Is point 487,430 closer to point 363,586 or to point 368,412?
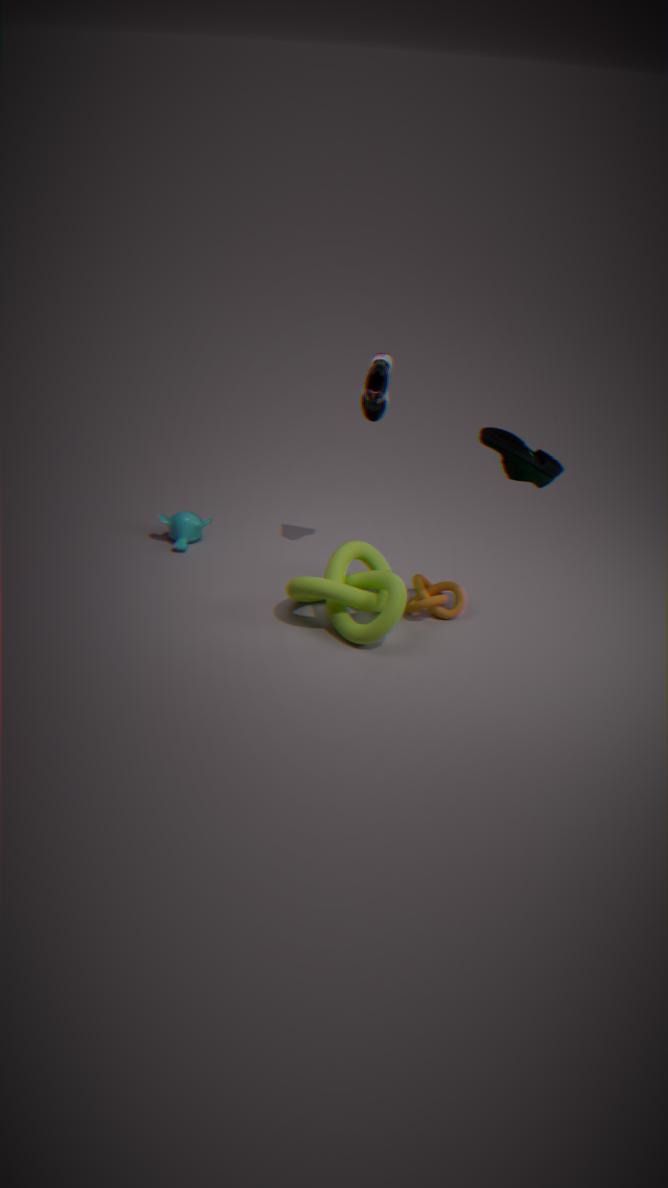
point 368,412
